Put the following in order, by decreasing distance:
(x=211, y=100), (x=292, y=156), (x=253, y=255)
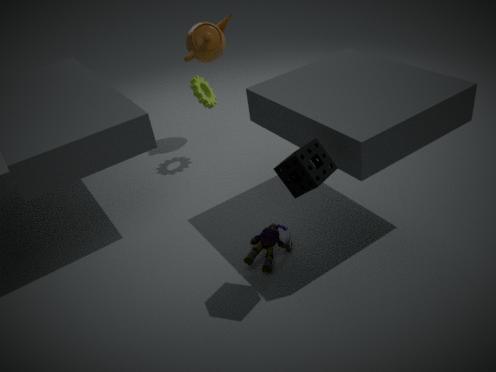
(x=211, y=100), (x=253, y=255), (x=292, y=156)
